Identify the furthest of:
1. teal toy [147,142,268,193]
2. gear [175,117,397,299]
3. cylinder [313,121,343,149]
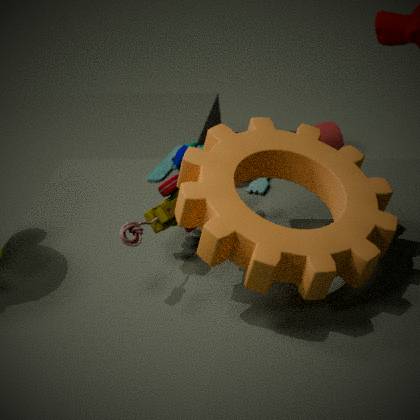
cylinder [313,121,343,149]
